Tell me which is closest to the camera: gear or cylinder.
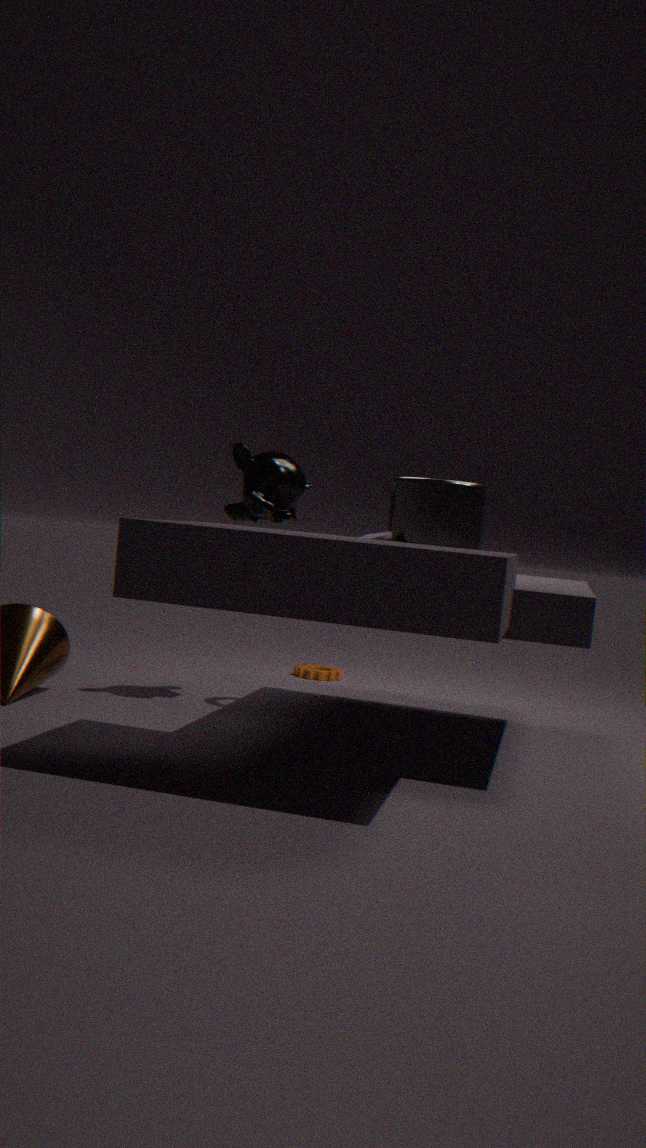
cylinder
